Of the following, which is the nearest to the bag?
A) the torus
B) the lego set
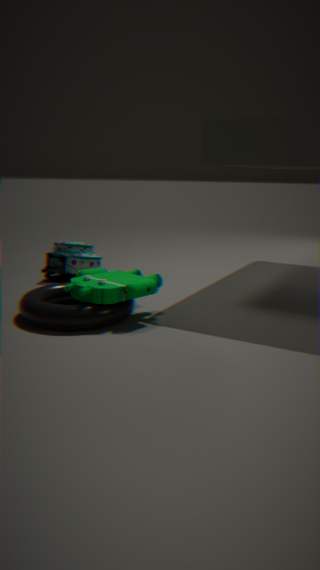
the torus
